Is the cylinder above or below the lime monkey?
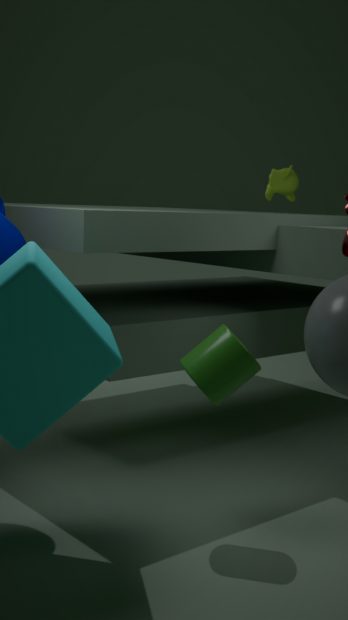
below
